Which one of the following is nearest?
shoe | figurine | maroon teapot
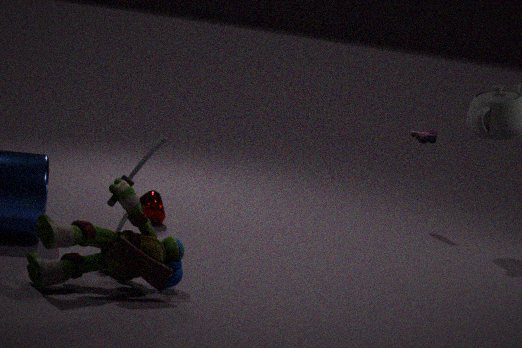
figurine
